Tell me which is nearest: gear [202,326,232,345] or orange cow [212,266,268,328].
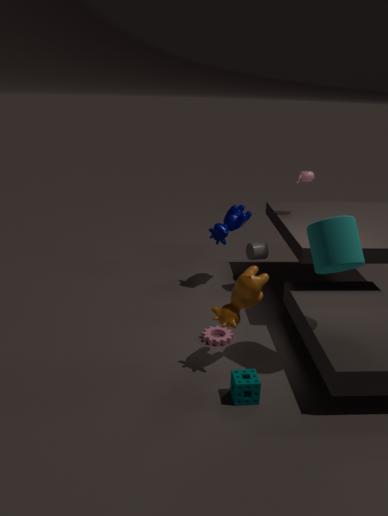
orange cow [212,266,268,328]
